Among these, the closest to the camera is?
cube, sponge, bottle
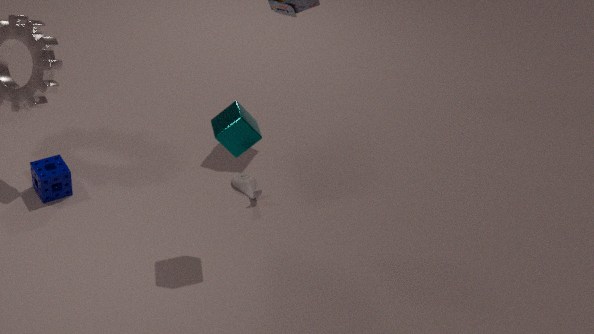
cube
